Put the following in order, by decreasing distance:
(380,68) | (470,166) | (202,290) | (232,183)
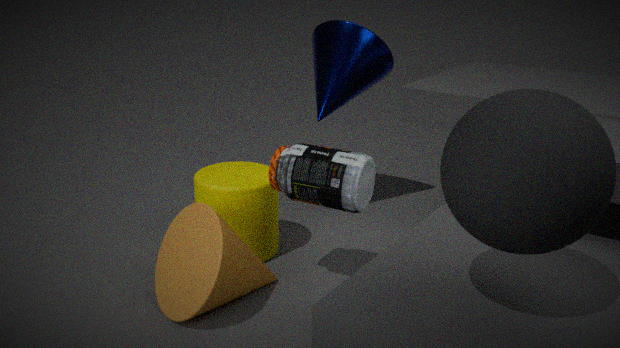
(380,68) < (232,183) < (202,290) < (470,166)
